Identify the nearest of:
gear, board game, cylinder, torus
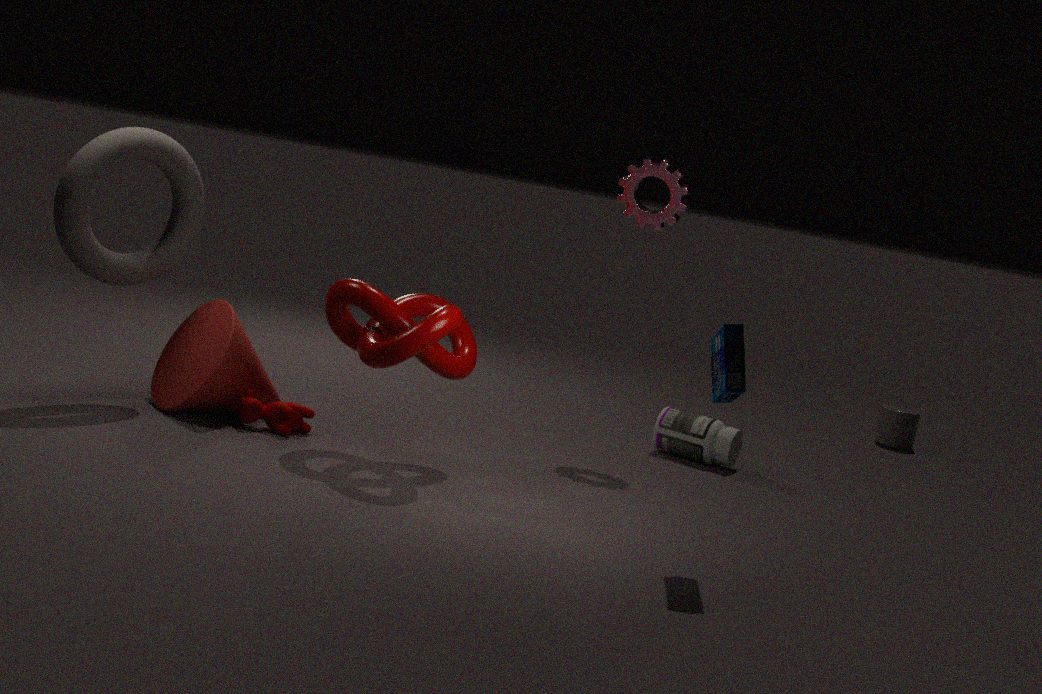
board game
